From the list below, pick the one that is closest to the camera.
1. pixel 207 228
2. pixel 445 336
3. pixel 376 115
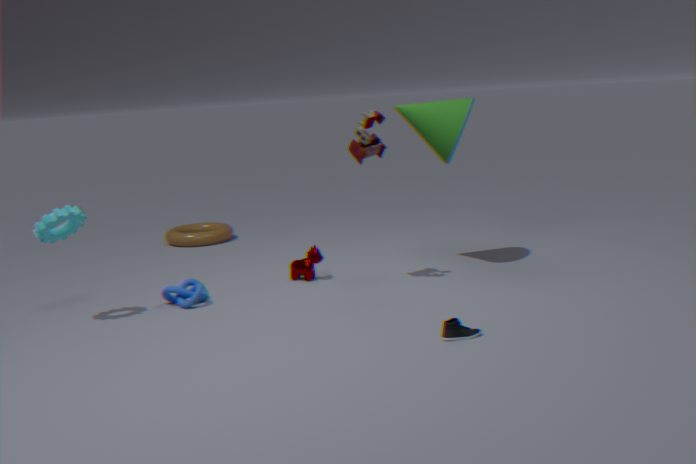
pixel 445 336
